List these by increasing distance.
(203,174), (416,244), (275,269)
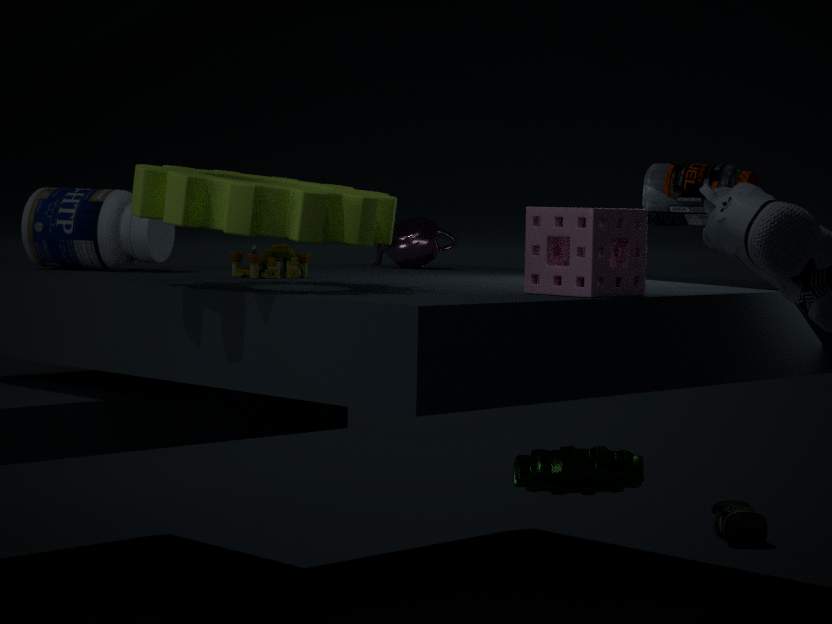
(203,174) → (275,269) → (416,244)
